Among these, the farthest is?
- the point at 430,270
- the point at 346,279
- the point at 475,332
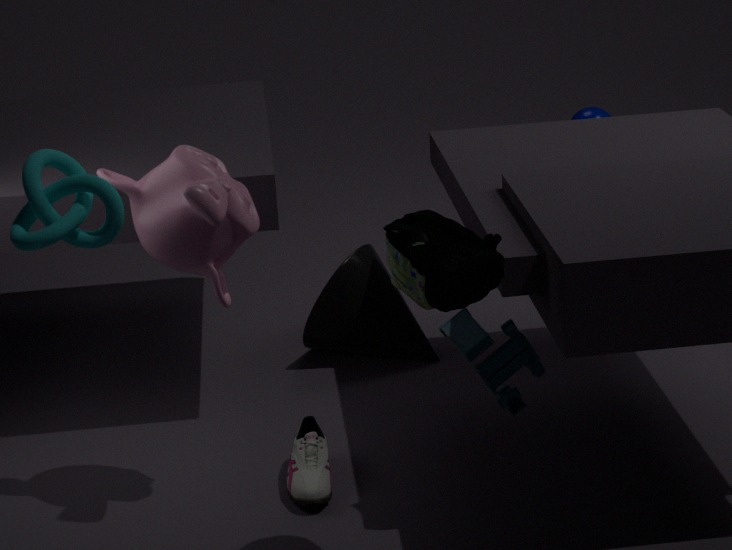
the point at 346,279
